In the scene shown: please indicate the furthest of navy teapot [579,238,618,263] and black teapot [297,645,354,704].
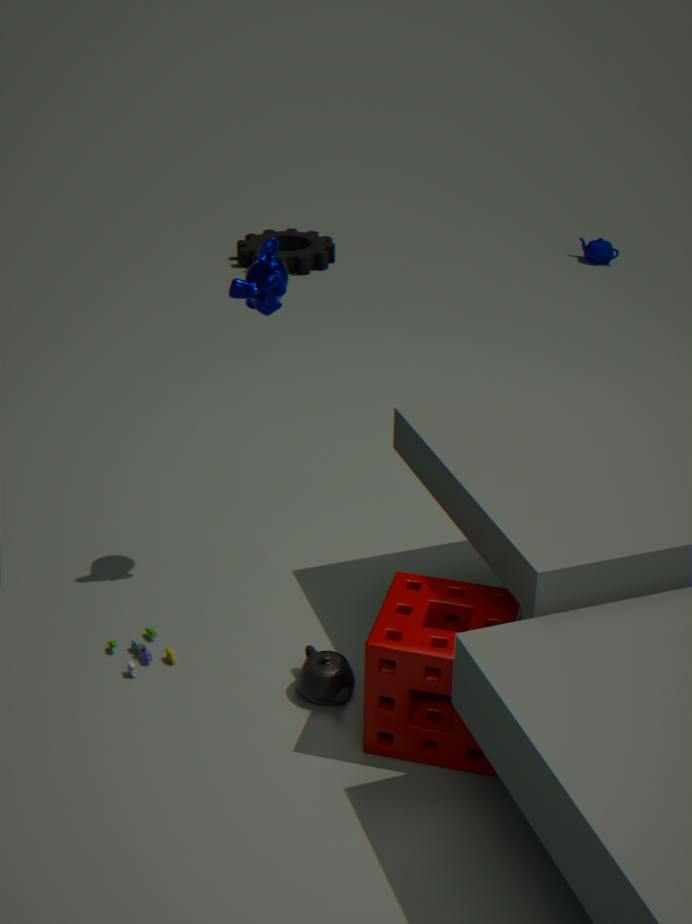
navy teapot [579,238,618,263]
